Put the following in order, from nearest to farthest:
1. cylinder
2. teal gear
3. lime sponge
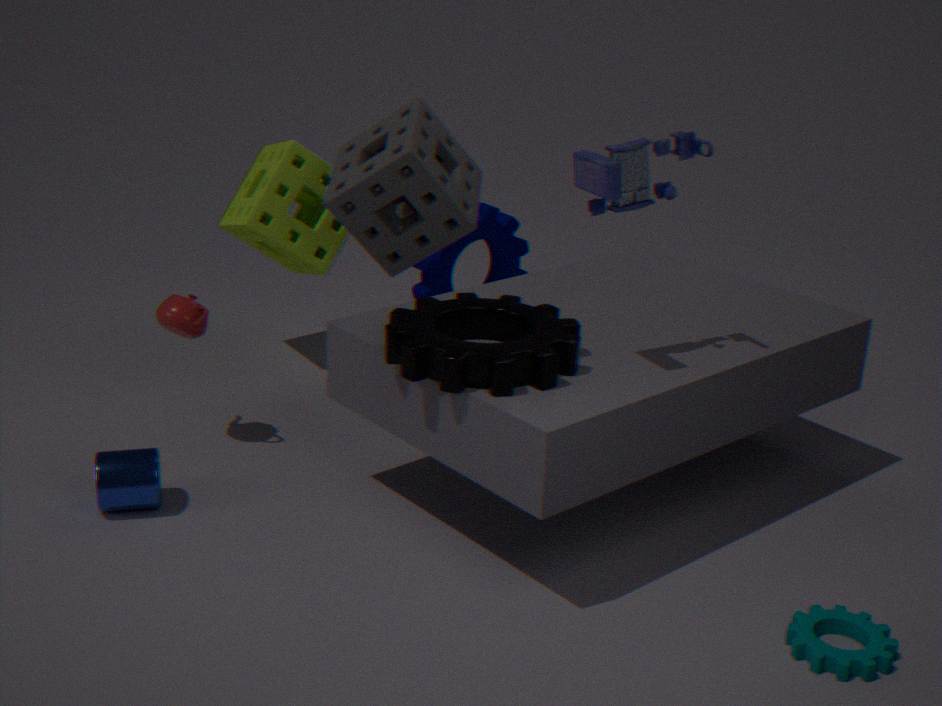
teal gear
cylinder
lime sponge
